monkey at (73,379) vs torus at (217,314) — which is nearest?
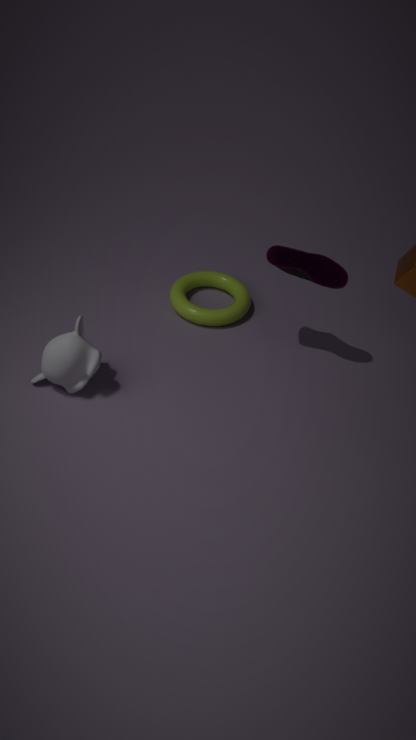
monkey at (73,379)
